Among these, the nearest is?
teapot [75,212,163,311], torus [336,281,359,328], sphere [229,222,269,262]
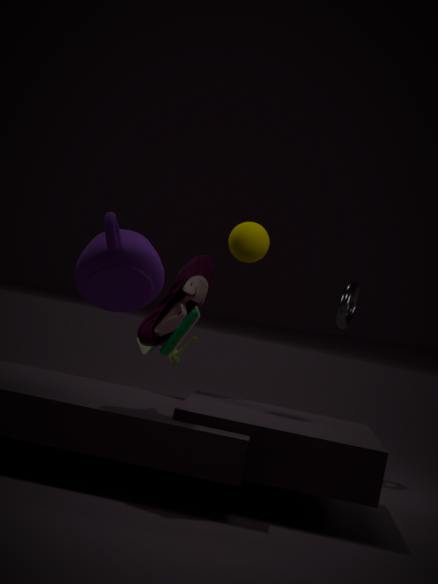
teapot [75,212,163,311]
